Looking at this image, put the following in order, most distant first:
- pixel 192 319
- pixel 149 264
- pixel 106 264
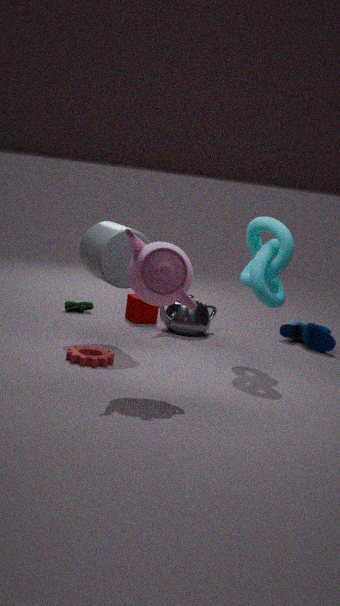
1. pixel 192 319
2. pixel 106 264
3. pixel 149 264
